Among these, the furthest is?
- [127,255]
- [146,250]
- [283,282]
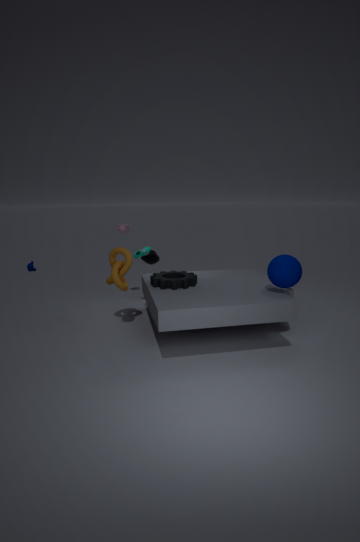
[146,250]
